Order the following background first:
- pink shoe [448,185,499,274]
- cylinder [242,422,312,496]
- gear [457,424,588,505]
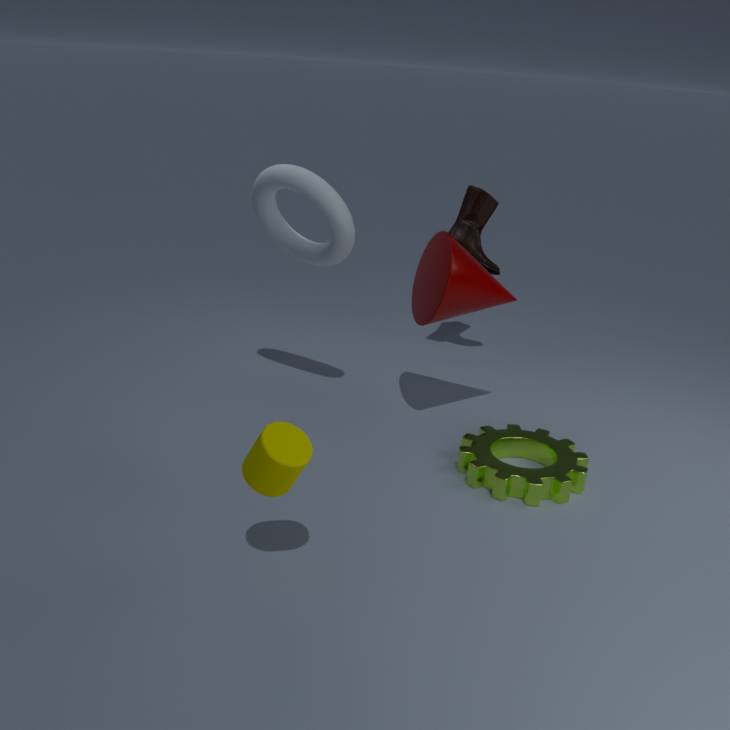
pink shoe [448,185,499,274], gear [457,424,588,505], cylinder [242,422,312,496]
